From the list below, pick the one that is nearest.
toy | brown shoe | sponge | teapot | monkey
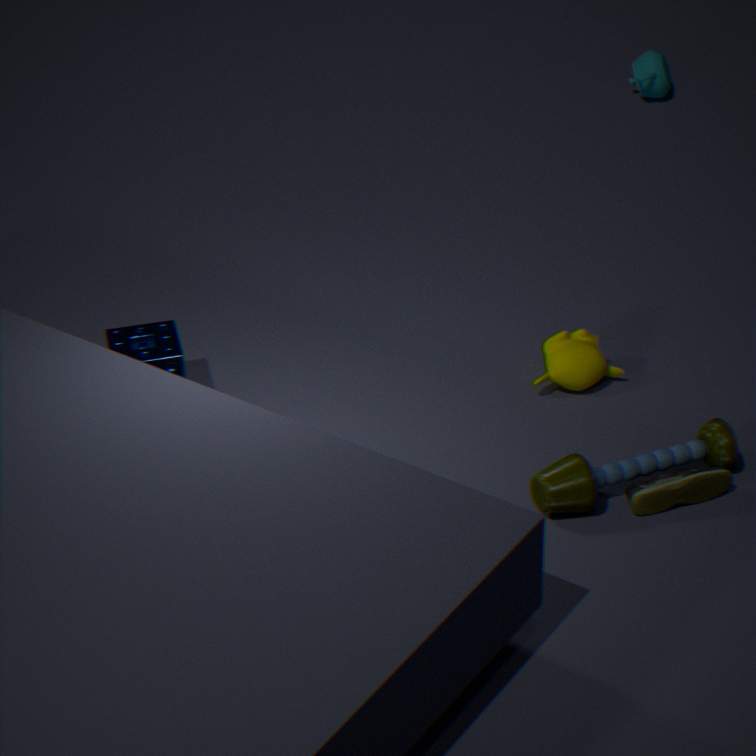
toy
